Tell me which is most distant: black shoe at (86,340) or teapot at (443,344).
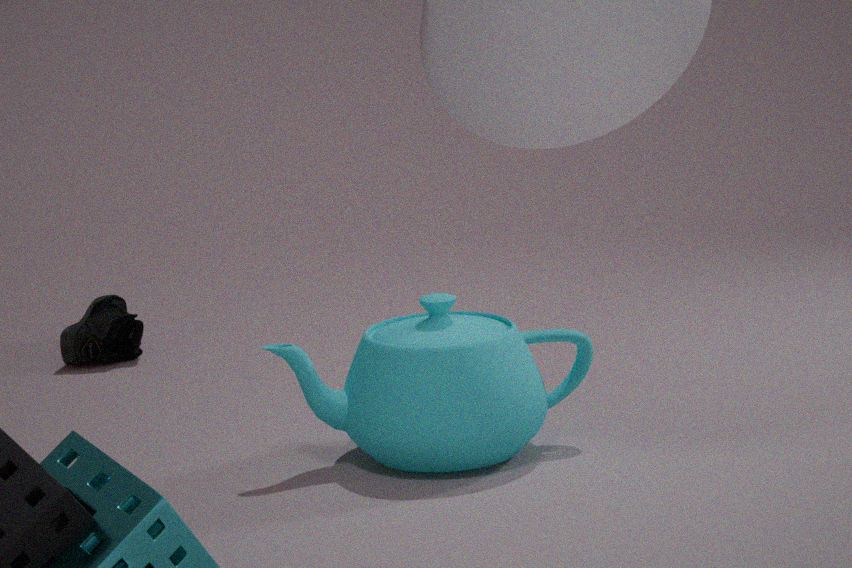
black shoe at (86,340)
